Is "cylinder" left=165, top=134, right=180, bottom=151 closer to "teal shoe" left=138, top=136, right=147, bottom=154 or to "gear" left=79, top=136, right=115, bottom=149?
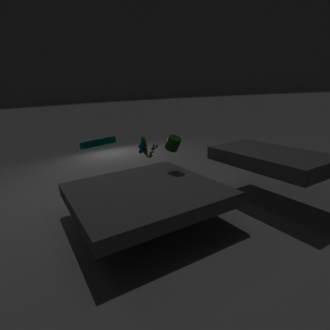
"teal shoe" left=138, top=136, right=147, bottom=154
